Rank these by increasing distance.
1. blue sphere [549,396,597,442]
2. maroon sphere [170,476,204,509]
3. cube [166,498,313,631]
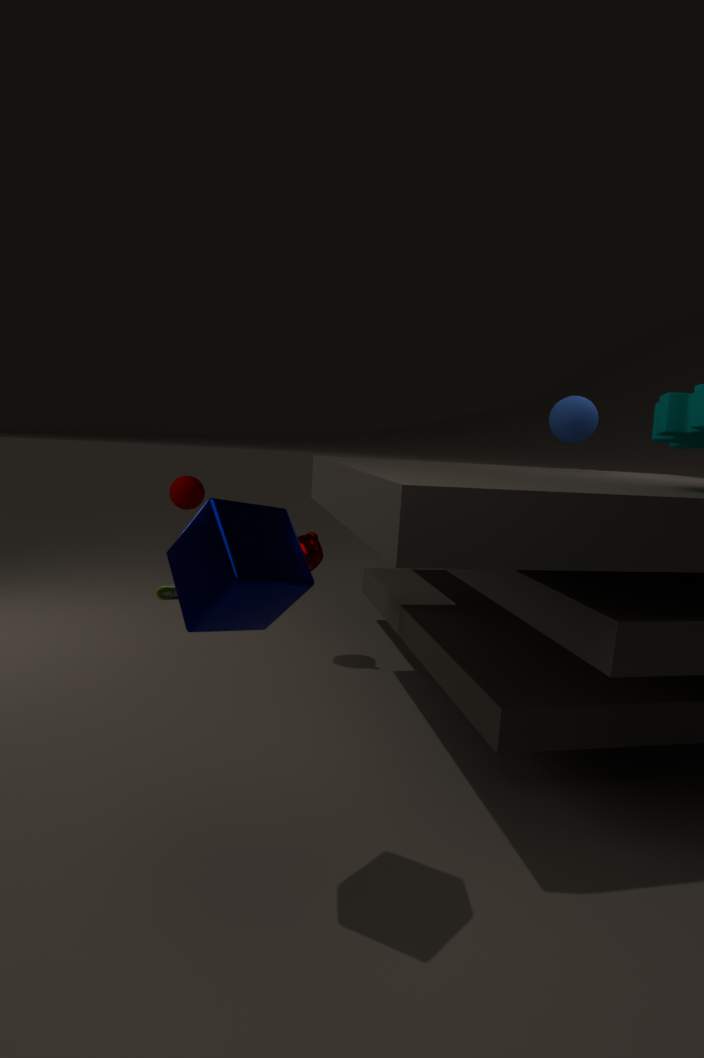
cube [166,498,313,631] < blue sphere [549,396,597,442] < maroon sphere [170,476,204,509]
